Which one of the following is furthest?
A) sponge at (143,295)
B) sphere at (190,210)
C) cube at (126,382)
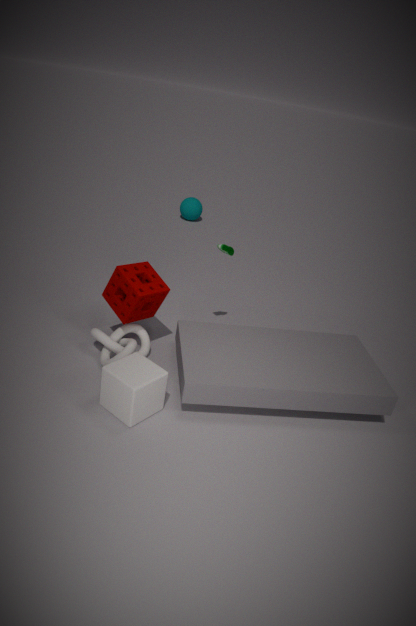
sphere at (190,210)
